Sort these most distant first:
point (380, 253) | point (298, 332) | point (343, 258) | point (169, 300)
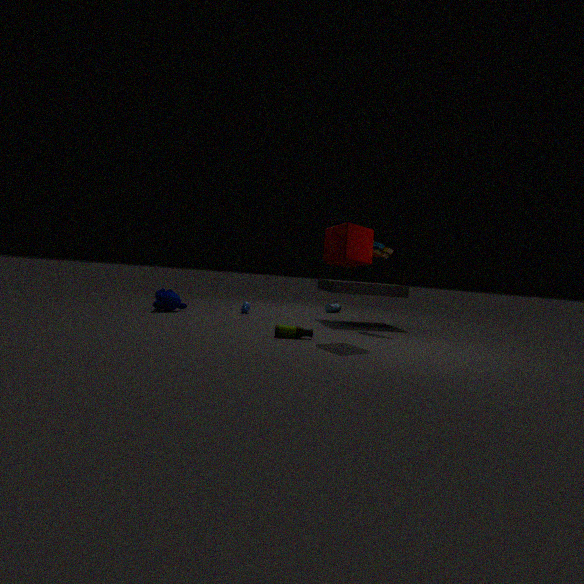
1. point (169, 300)
2. point (380, 253)
3. point (298, 332)
4. point (343, 258)
